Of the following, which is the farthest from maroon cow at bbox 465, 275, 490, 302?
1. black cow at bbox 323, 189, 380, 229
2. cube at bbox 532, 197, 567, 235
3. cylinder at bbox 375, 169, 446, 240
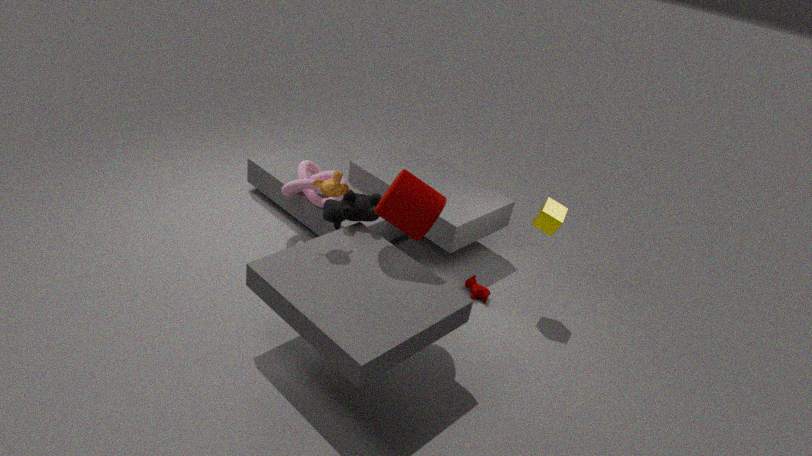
black cow at bbox 323, 189, 380, 229
